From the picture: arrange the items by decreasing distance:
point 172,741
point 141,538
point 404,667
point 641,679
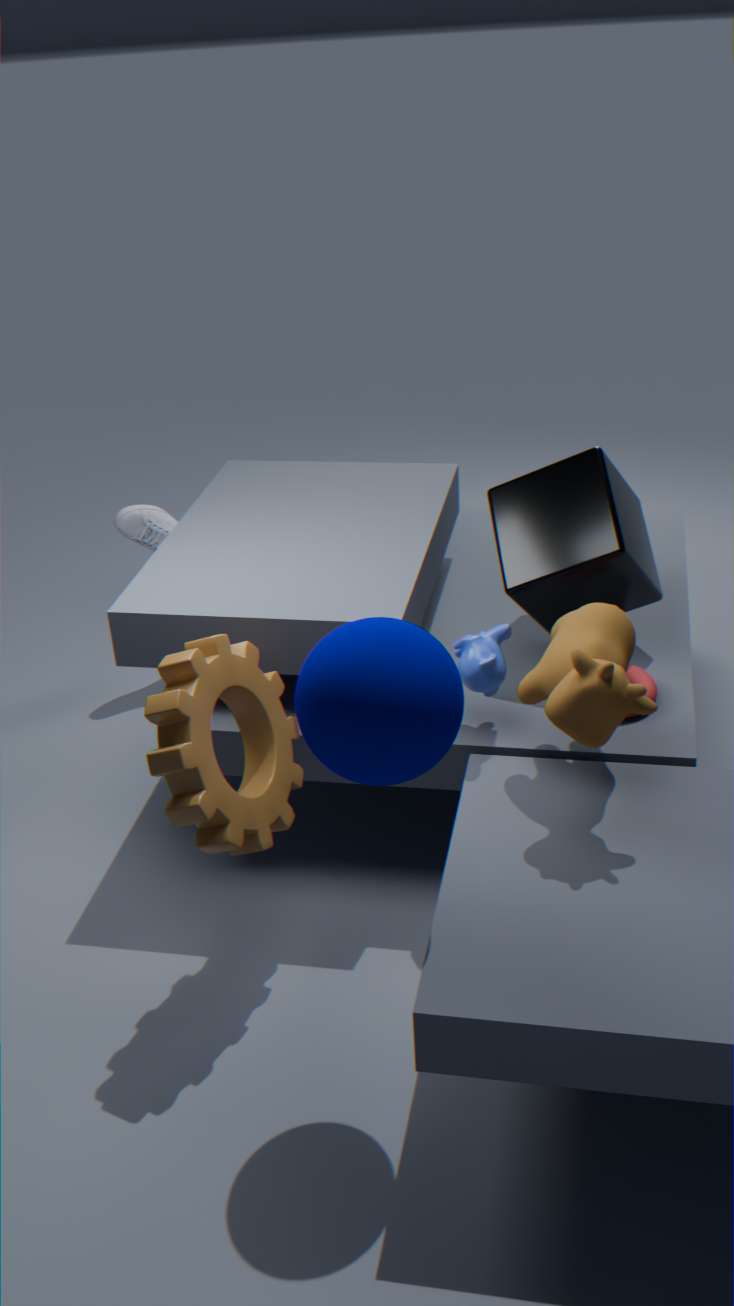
point 141,538 → point 641,679 → point 172,741 → point 404,667
